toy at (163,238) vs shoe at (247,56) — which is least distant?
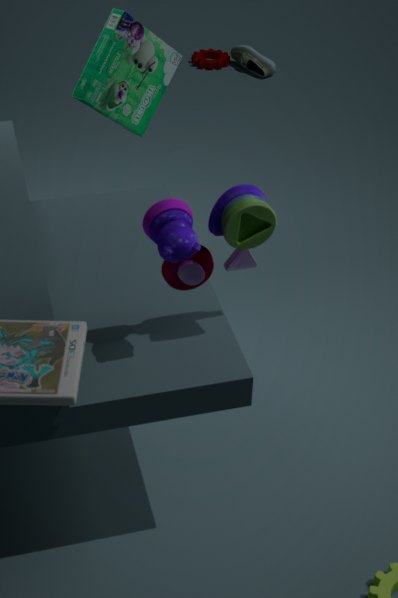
toy at (163,238)
